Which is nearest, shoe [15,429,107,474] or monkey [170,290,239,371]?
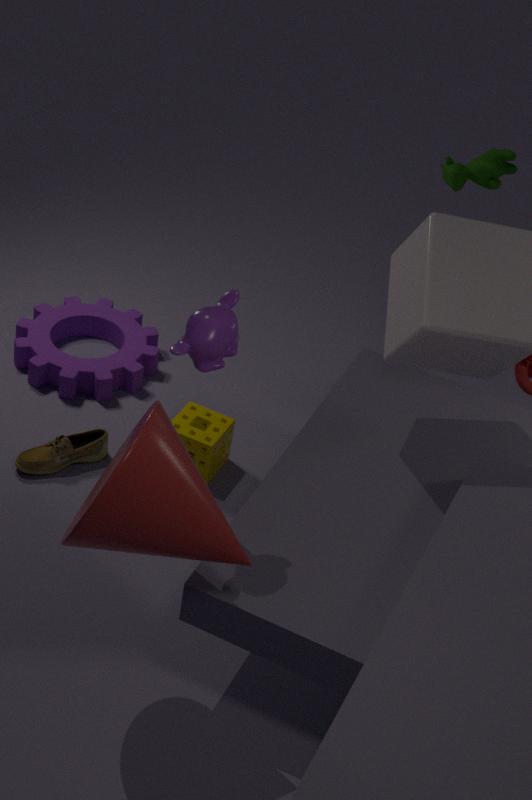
monkey [170,290,239,371]
